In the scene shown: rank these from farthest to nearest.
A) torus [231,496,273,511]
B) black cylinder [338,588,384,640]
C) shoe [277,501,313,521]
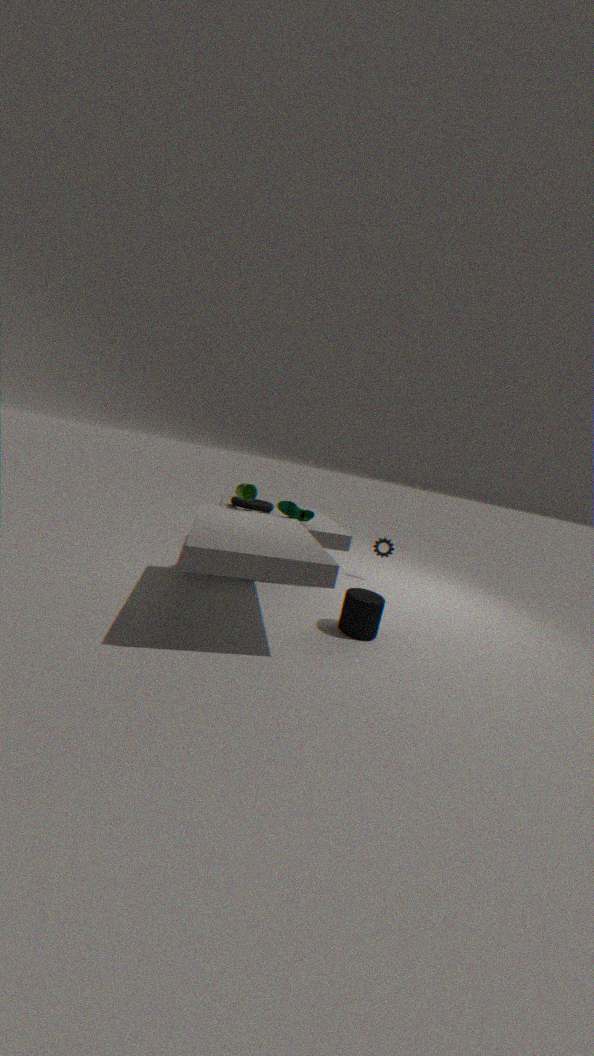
torus [231,496,273,511] → shoe [277,501,313,521] → black cylinder [338,588,384,640]
